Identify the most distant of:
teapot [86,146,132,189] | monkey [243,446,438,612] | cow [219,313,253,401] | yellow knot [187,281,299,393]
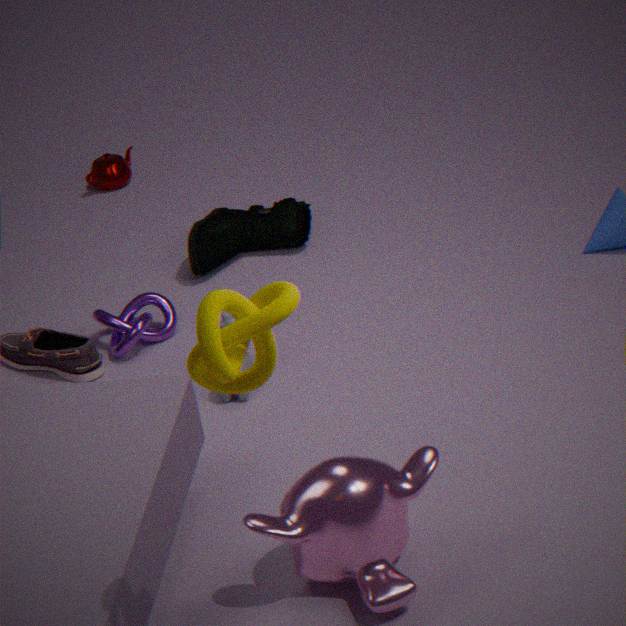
teapot [86,146,132,189]
